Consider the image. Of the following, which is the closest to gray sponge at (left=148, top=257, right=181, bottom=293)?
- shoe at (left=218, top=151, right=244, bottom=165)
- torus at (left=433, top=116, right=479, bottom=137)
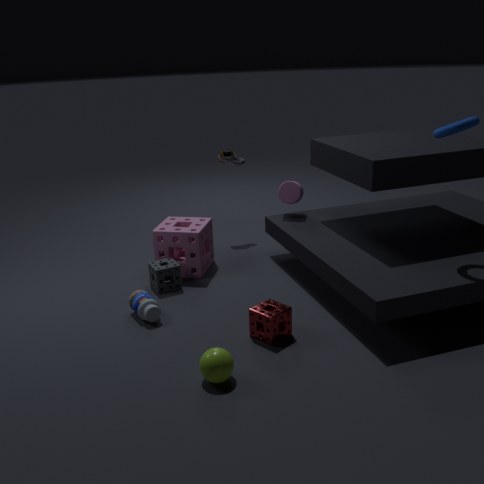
shoe at (left=218, top=151, right=244, bottom=165)
